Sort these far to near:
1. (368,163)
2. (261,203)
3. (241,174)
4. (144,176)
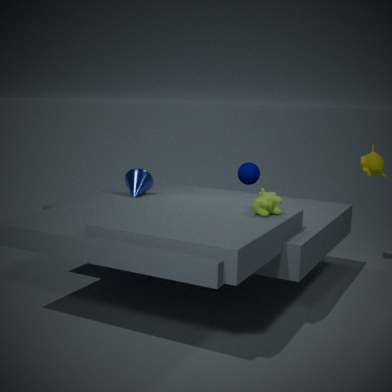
1. (241,174)
2. (144,176)
3. (368,163)
4. (261,203)
